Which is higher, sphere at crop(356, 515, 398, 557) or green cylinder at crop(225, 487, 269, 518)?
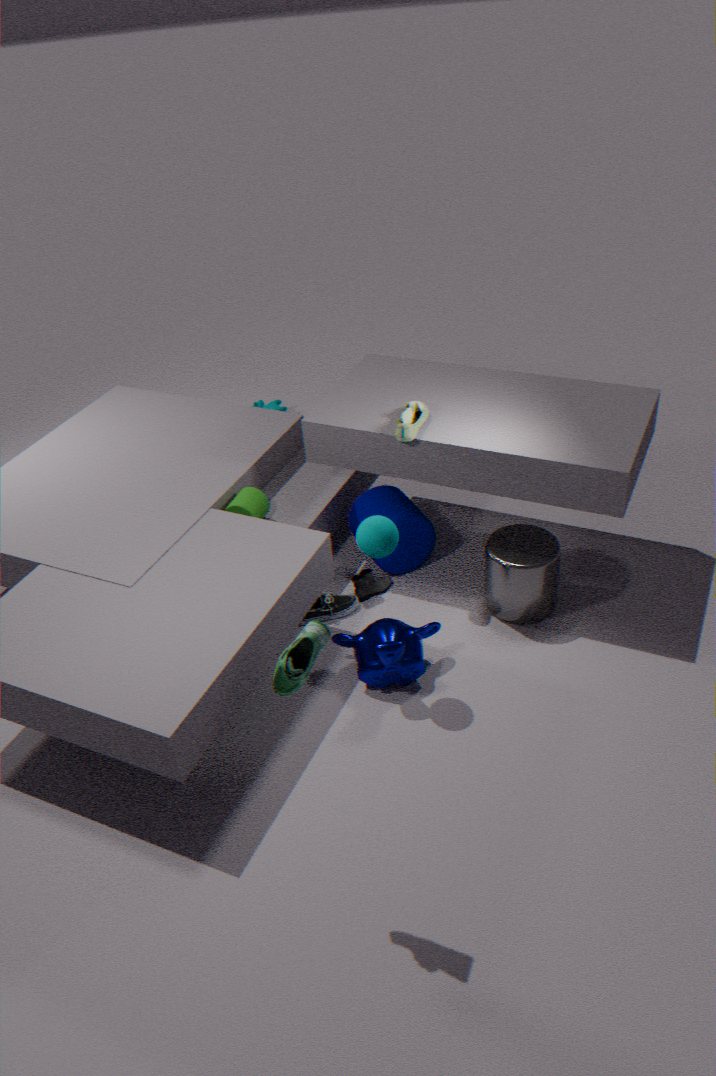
sphere at crop(356, 515, 398, 557)
